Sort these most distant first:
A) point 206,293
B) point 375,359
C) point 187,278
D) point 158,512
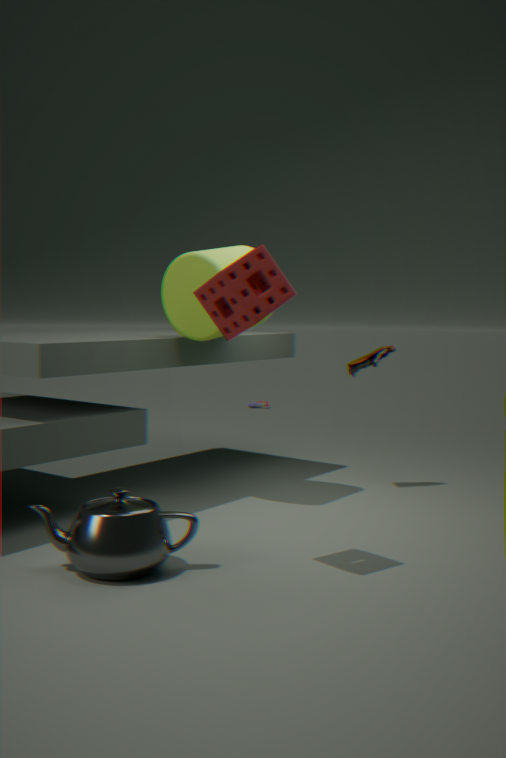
point 375,359, point 187,278, point 158,512, point 206,293
